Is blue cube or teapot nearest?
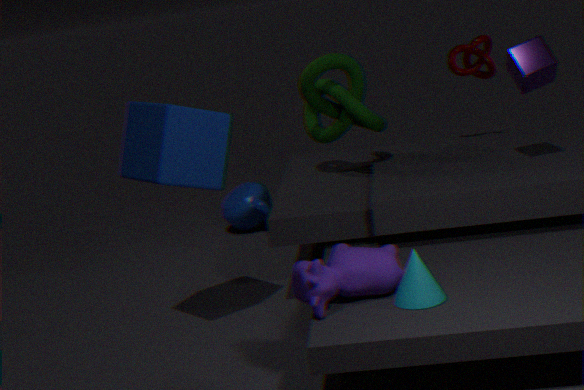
blue cube
